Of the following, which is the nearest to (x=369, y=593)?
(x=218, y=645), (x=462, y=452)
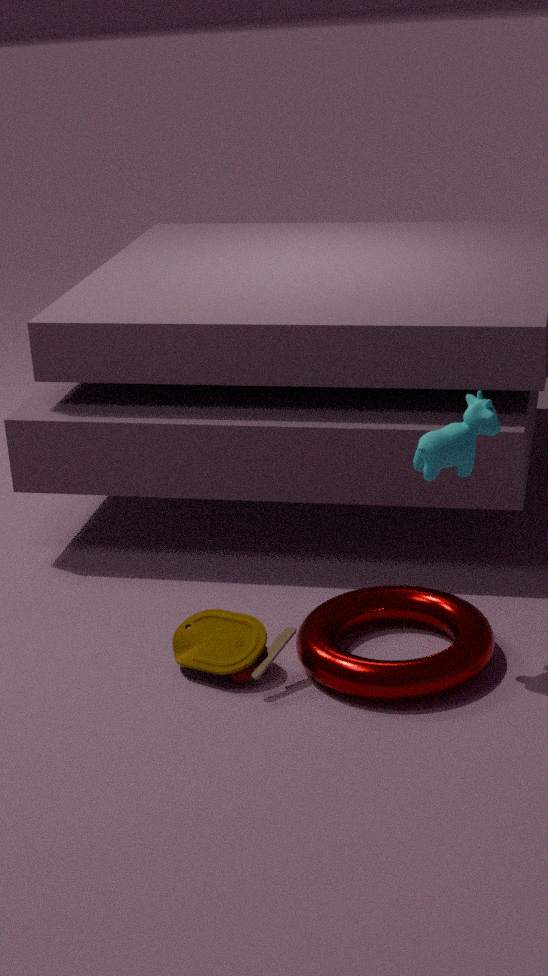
(x=218, y=645)
